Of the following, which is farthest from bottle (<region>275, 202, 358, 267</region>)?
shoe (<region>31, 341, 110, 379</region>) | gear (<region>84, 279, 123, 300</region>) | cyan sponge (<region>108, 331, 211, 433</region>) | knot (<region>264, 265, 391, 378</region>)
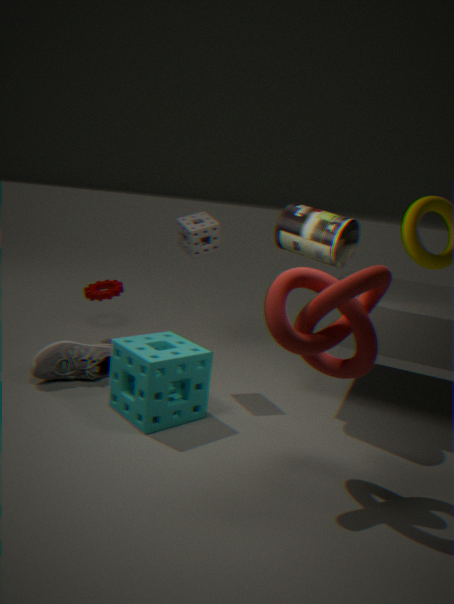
gear (<region>84, 279, 123, 300</region>)
